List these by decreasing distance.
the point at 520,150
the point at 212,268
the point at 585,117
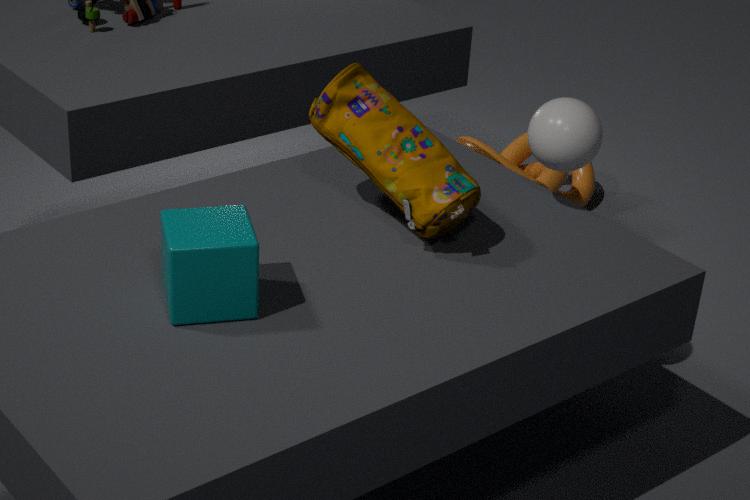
the point at 520,150, the point at 585,117, the point at 212,268
